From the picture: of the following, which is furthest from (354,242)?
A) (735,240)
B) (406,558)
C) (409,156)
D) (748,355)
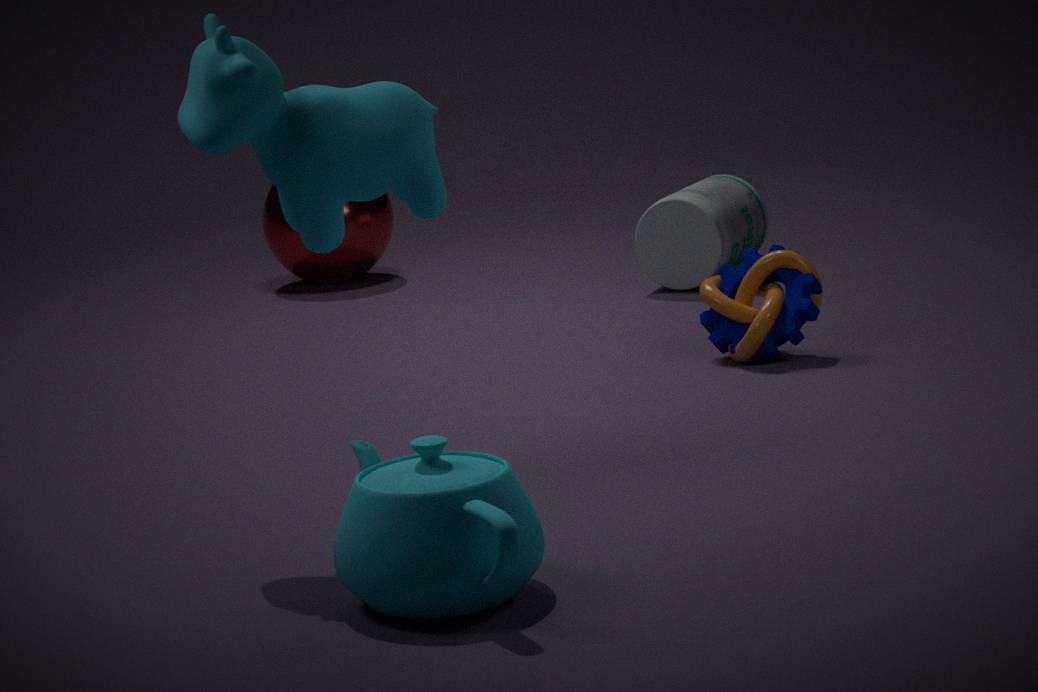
(406,558)
